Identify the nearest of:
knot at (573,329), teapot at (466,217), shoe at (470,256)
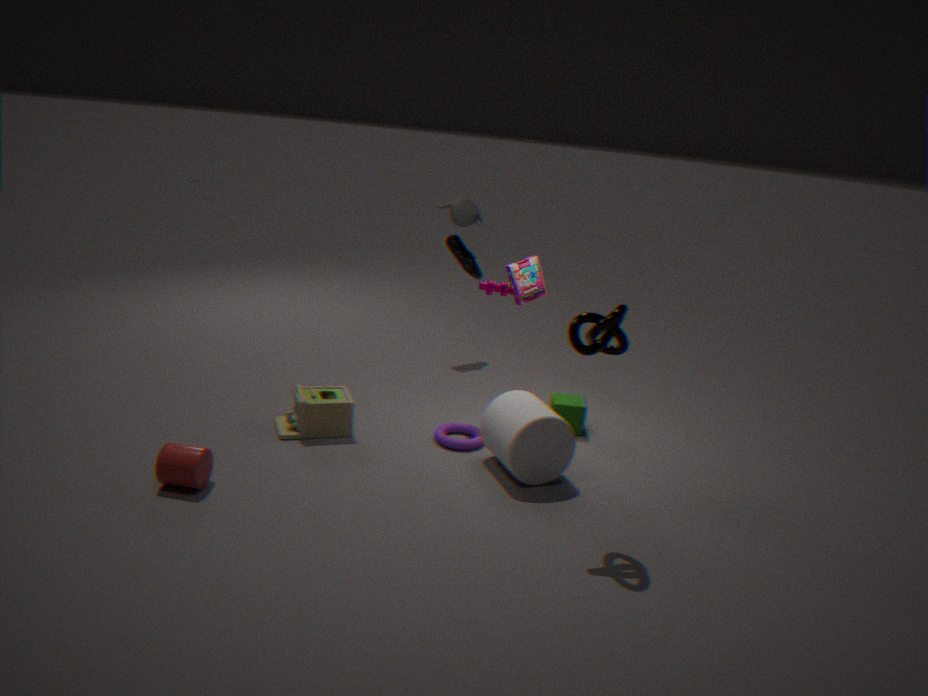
knot at (573,329)
